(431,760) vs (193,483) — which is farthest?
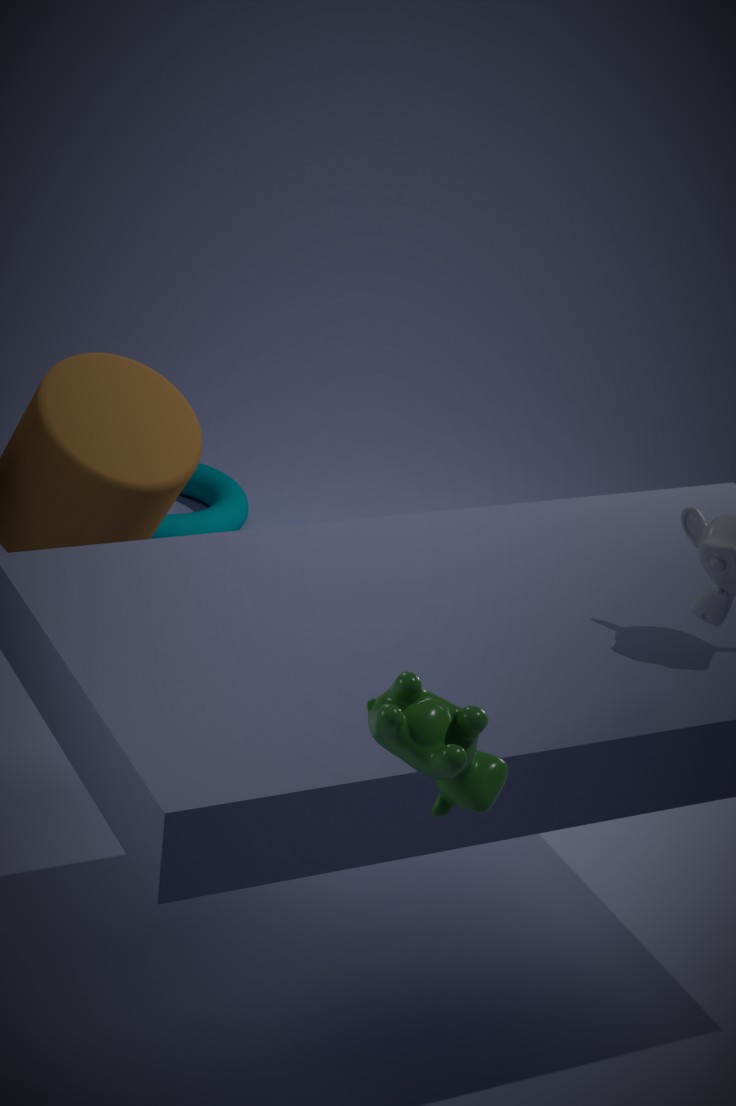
(193,483)
